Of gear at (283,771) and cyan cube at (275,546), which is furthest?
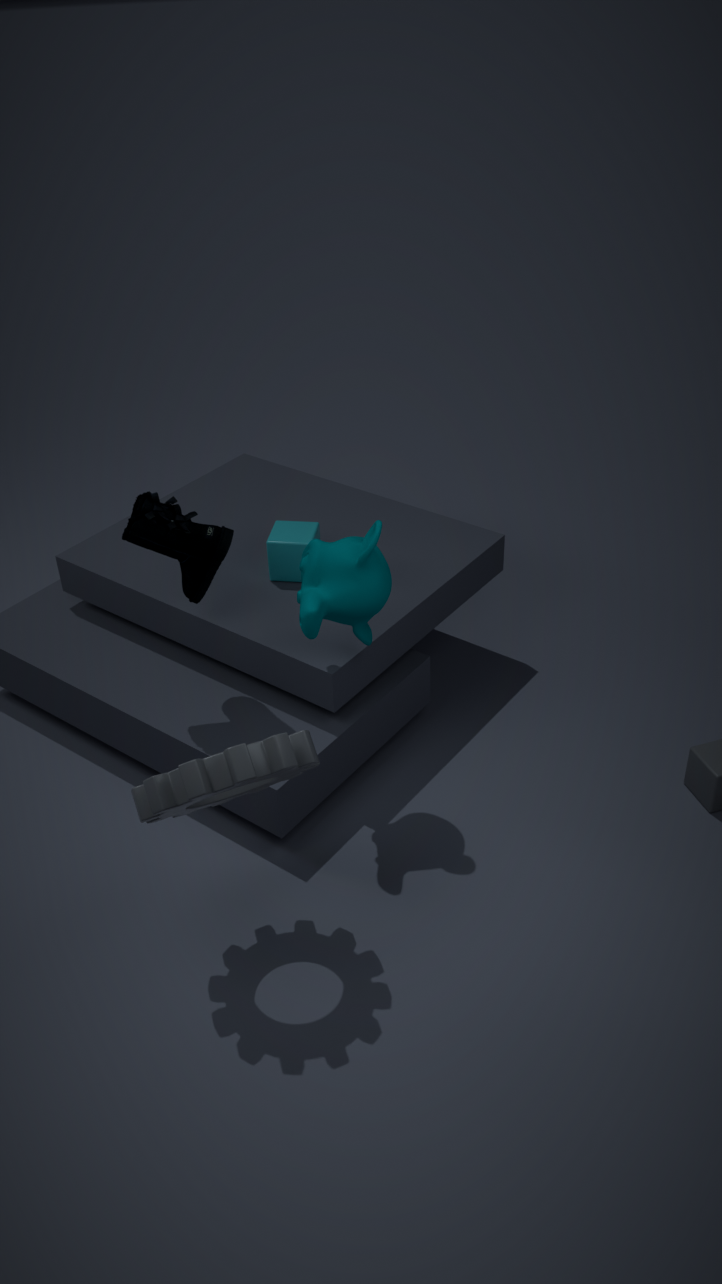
cyan cube at (275,546)
